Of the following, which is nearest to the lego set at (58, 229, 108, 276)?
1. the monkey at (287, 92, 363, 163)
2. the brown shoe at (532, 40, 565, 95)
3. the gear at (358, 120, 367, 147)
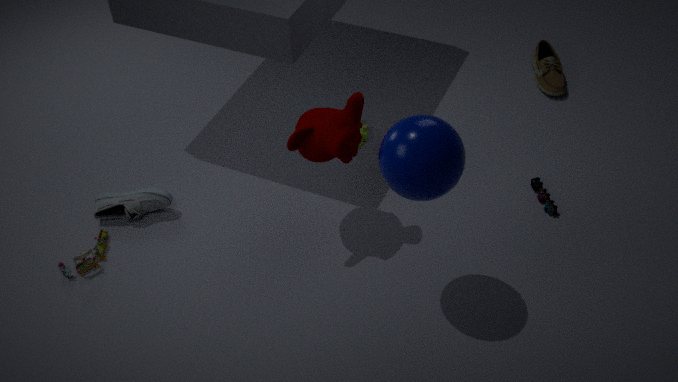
the monkey at (287, 92, 363, 163)
